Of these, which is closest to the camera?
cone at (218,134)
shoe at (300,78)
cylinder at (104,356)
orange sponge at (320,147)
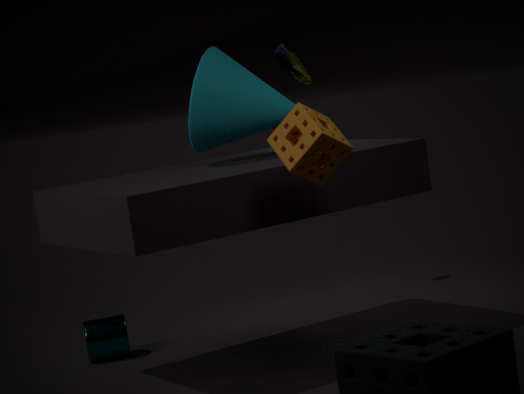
orange sponge at (320,147)
